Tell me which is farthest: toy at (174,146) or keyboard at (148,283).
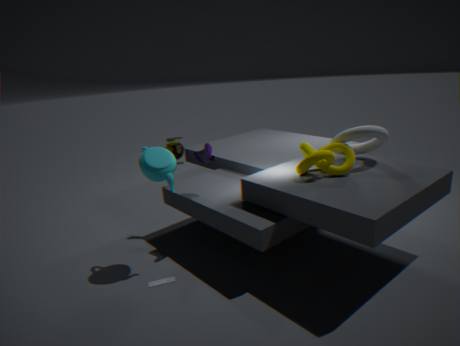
toy at (174,146)
